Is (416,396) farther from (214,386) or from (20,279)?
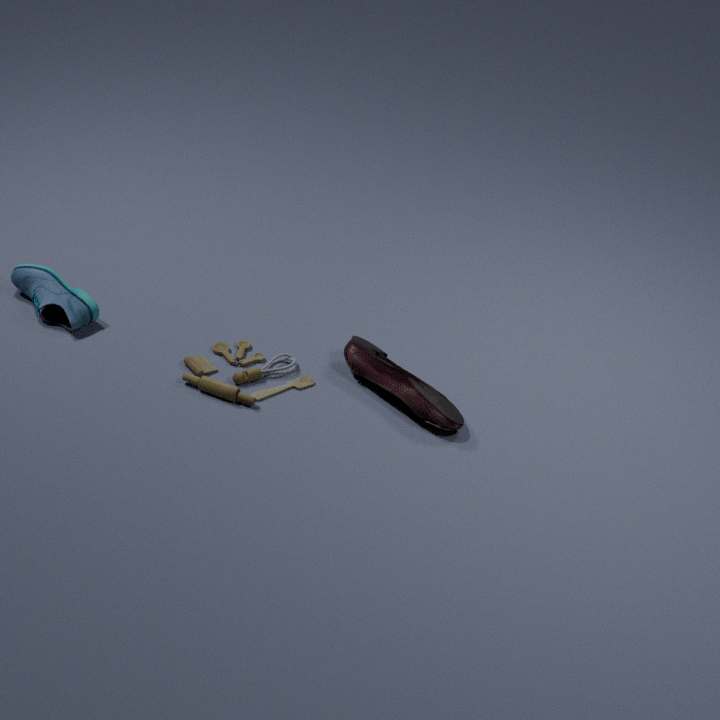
(20,279)
